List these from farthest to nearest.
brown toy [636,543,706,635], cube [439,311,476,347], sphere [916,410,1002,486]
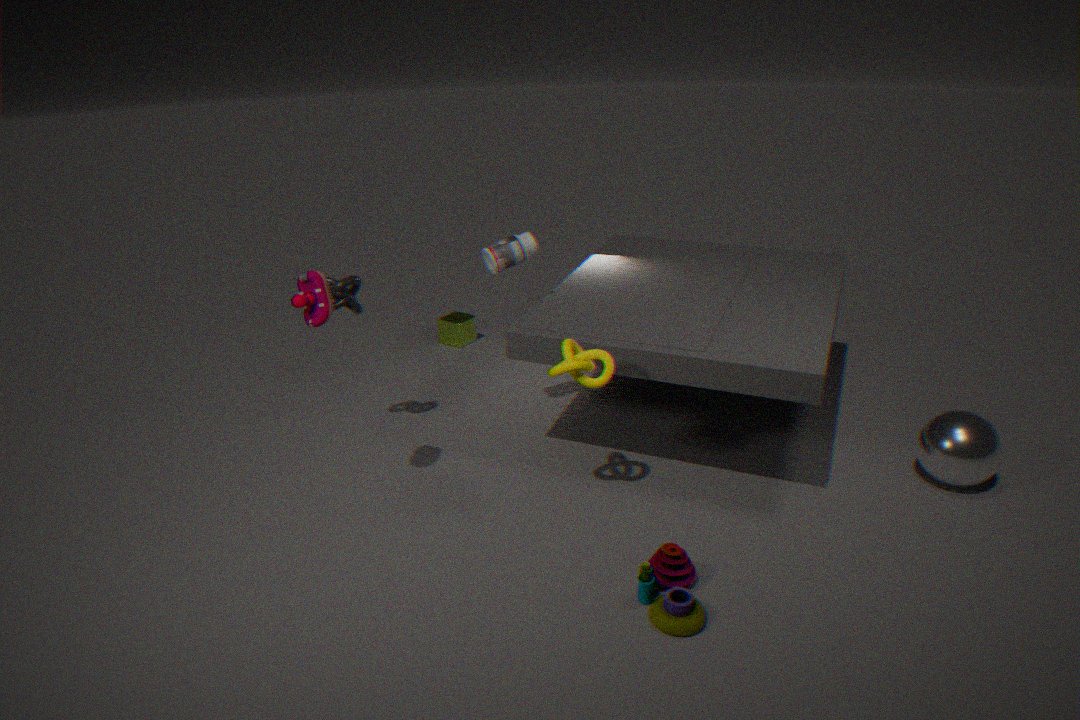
cube [439,311,476,347] → sphere [916,410,1002,486] → brown toy [636,543,706,635]
